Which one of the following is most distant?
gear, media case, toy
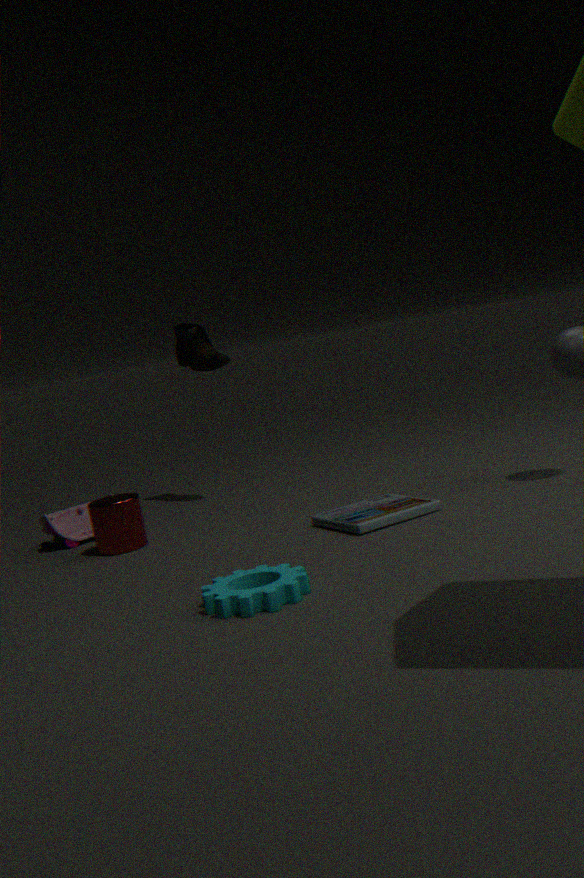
toy
